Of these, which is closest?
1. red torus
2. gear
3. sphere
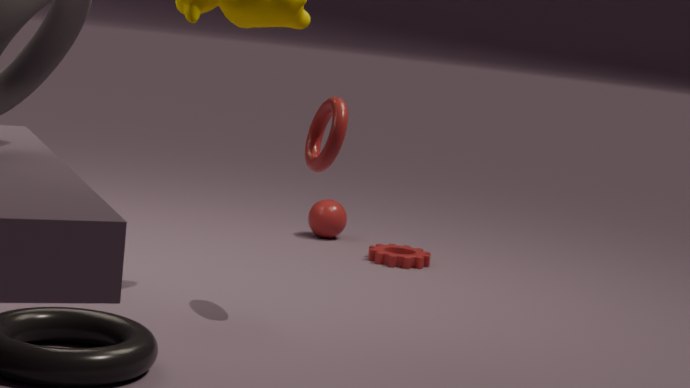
red torus
